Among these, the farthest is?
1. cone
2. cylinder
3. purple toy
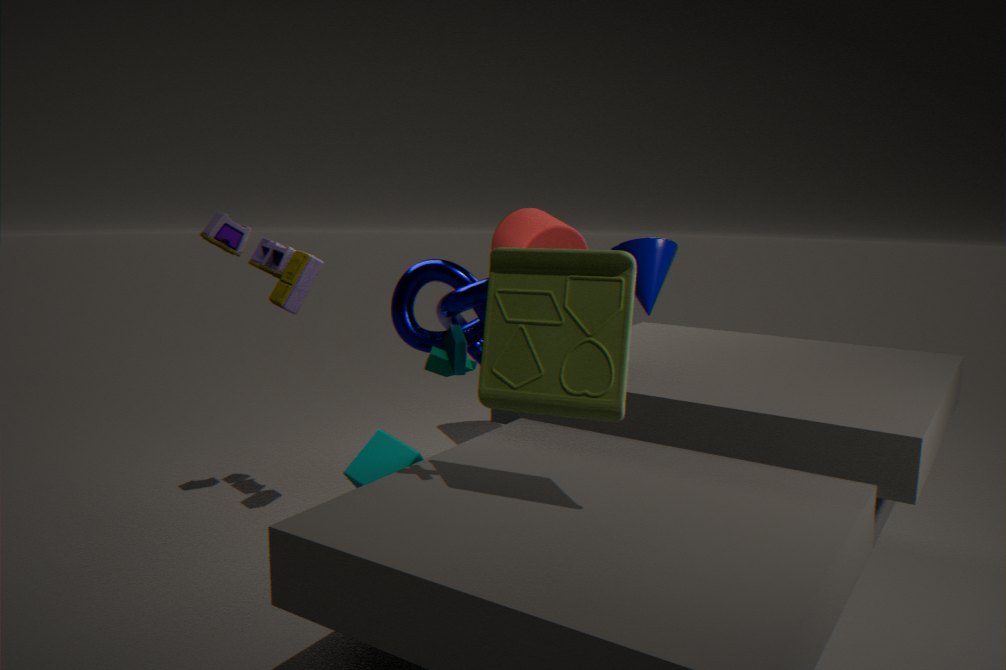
cylinder
